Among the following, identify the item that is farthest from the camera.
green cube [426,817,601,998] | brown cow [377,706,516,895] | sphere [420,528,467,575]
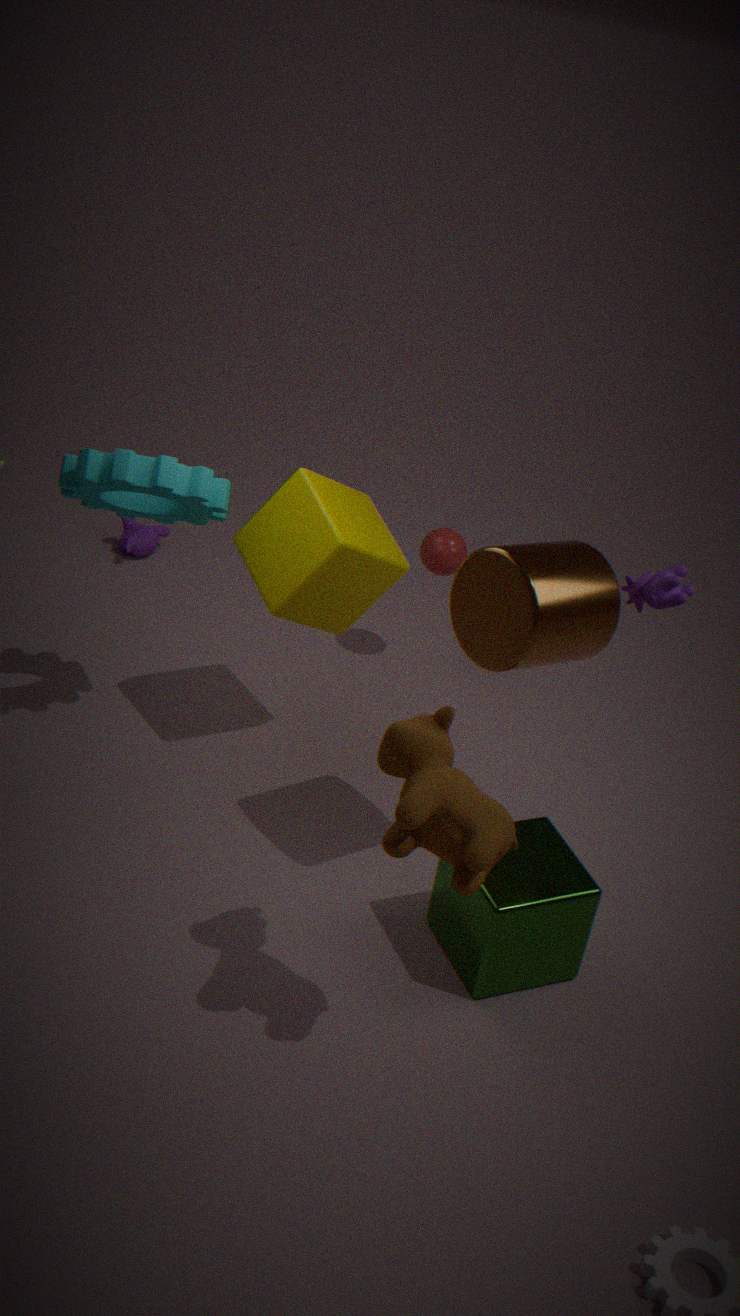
sphere [420,528,467,575]
